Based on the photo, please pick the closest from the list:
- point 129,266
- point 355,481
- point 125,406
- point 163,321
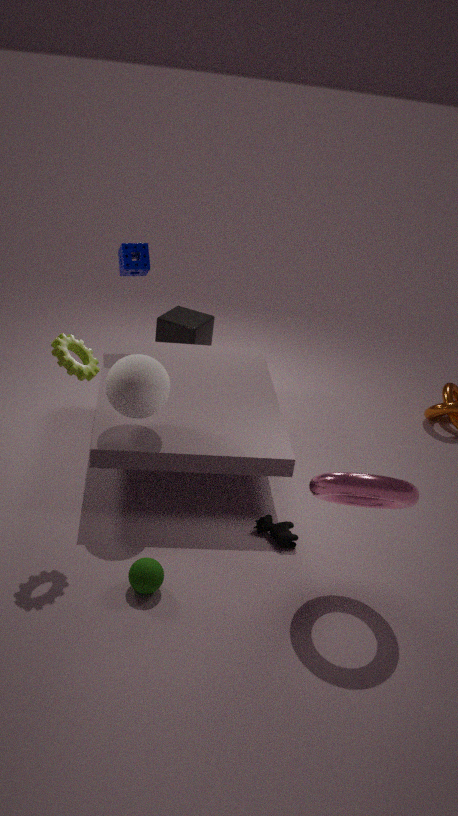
point 355,481
